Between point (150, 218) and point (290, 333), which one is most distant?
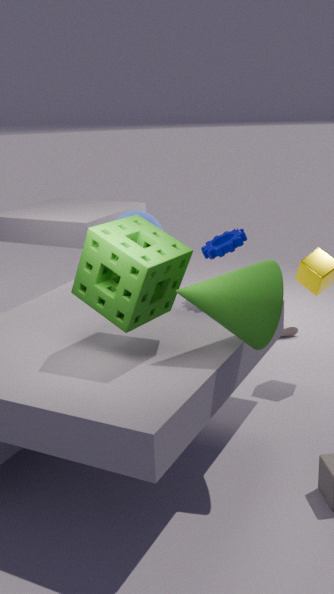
point (290, 333)
